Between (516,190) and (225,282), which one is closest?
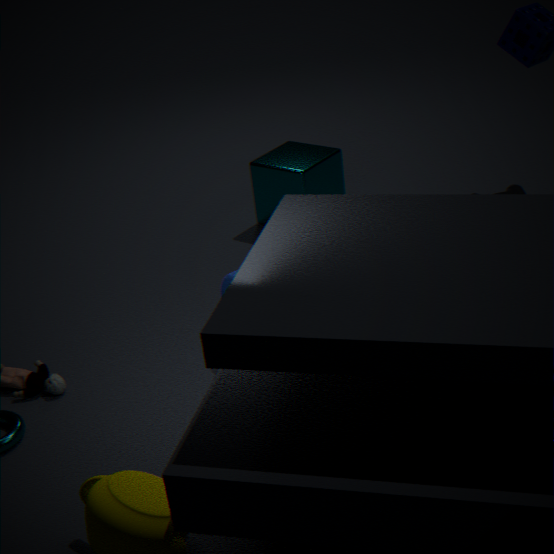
(225,282)
